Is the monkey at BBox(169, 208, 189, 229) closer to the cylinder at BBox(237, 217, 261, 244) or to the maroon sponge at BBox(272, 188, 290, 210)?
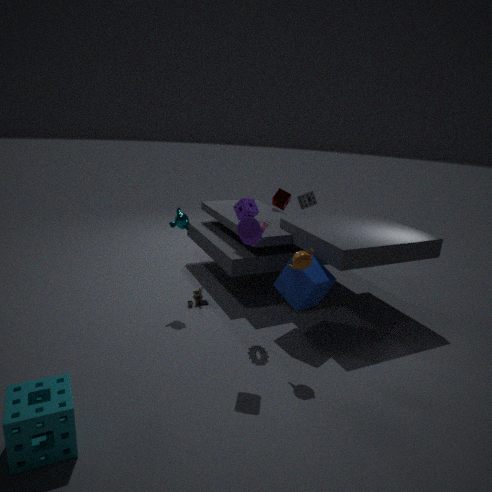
the cylinder at BBox(237, 217, 261, 244)
